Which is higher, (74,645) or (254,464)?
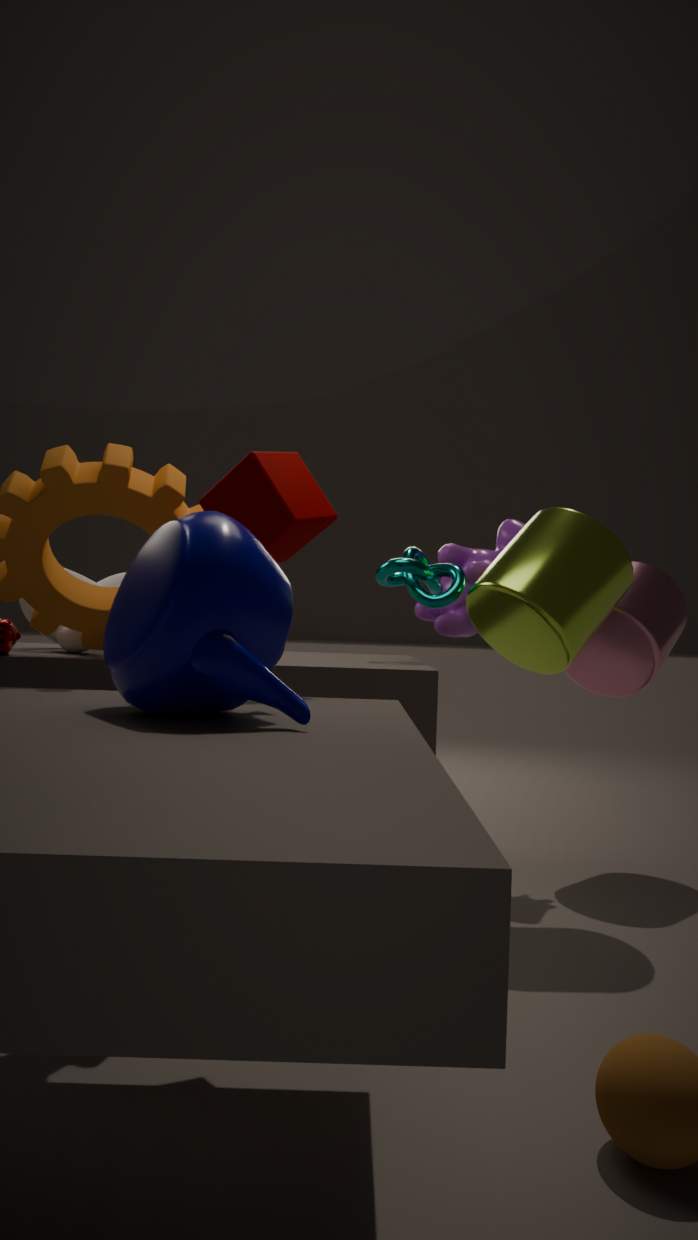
(254,464)
